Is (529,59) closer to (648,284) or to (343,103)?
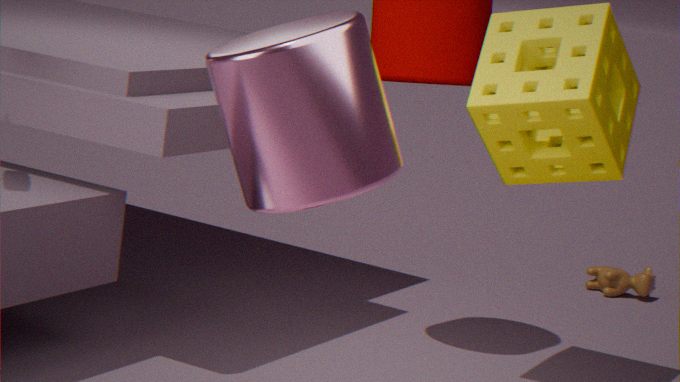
(343,103)
